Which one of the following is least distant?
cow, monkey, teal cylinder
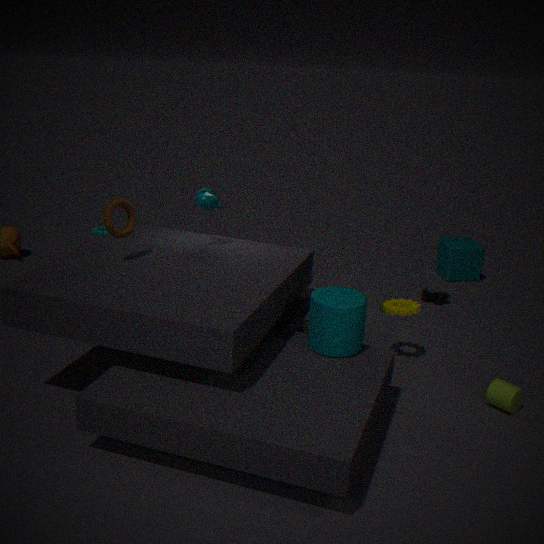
teal cylinder
